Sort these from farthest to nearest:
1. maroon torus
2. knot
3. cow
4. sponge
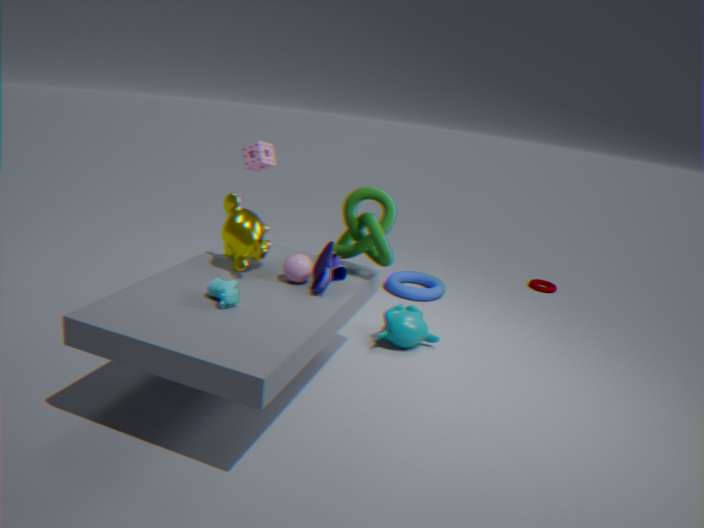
maroon torus < sponge < knot < cow
